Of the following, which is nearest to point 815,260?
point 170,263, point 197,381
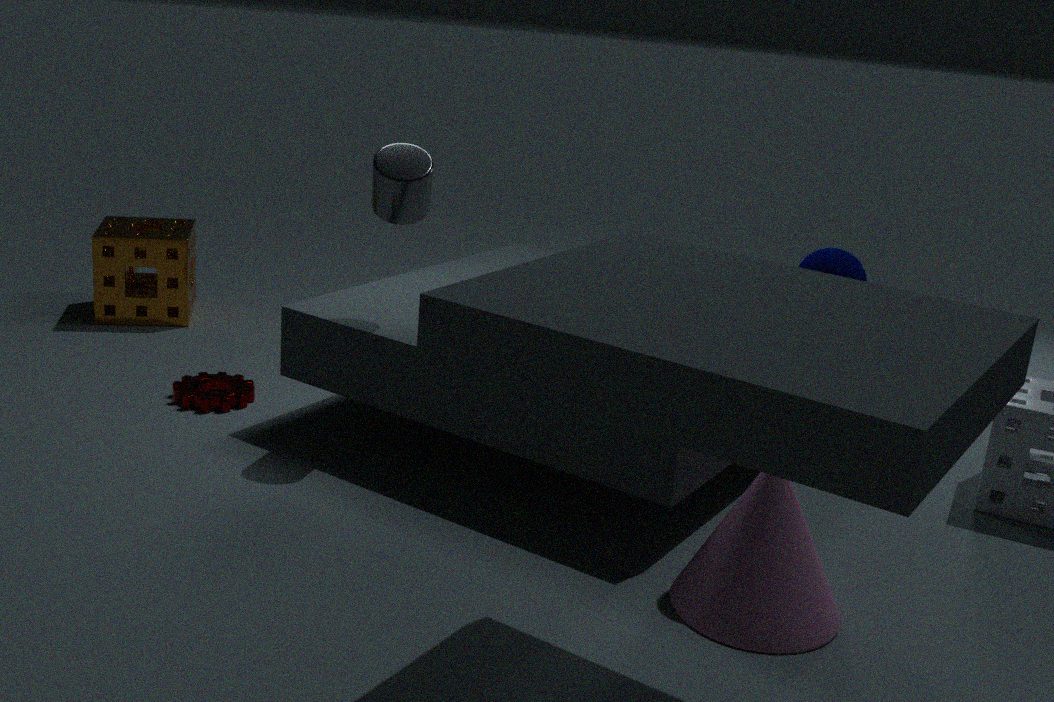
point 197,381
